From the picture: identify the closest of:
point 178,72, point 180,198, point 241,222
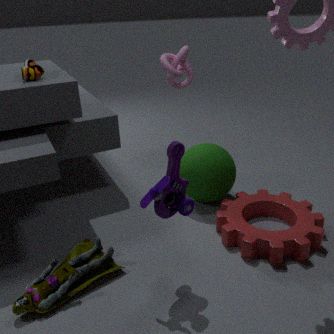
point 180,198
